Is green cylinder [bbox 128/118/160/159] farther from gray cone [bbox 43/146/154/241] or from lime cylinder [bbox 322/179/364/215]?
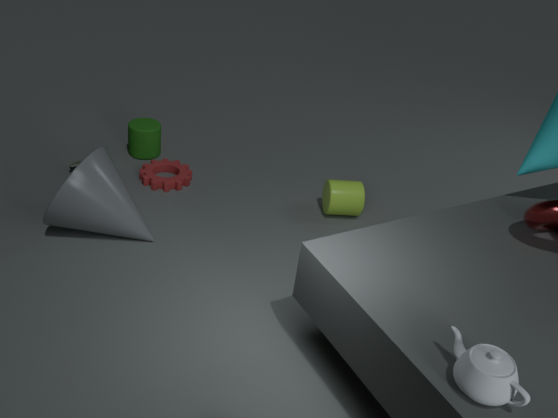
lime cylinder [bbox 322/179/364/215]
